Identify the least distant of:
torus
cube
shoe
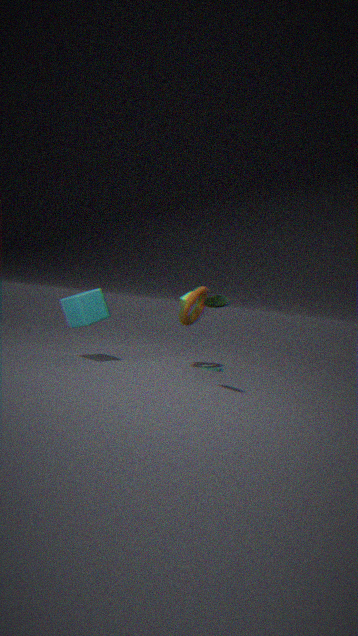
shoe
